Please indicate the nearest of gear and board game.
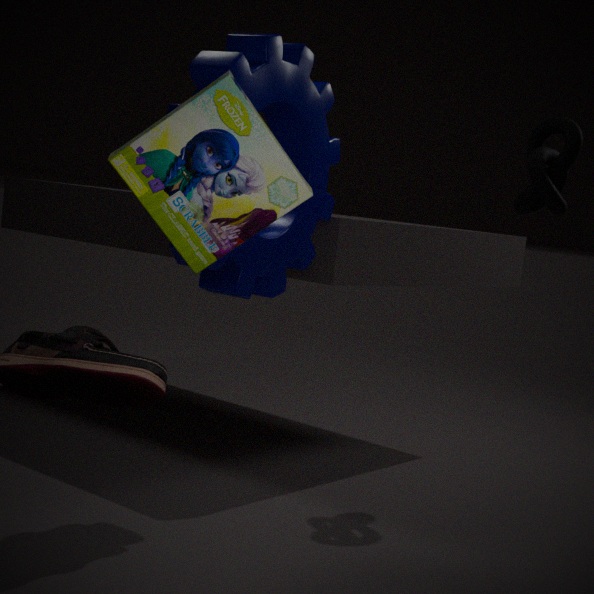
board game
